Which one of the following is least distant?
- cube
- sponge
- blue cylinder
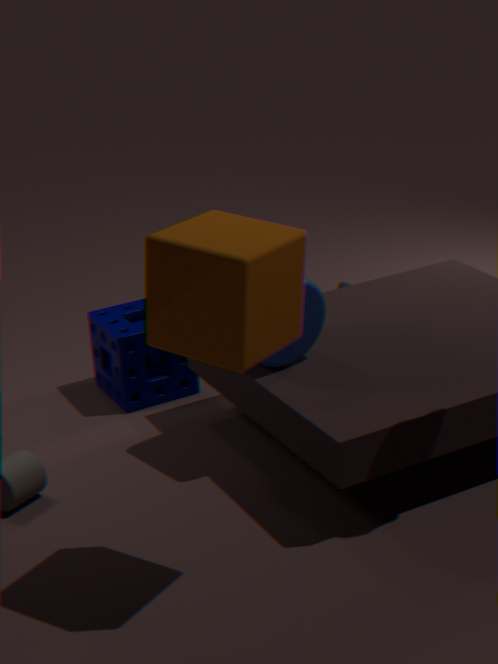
cube
